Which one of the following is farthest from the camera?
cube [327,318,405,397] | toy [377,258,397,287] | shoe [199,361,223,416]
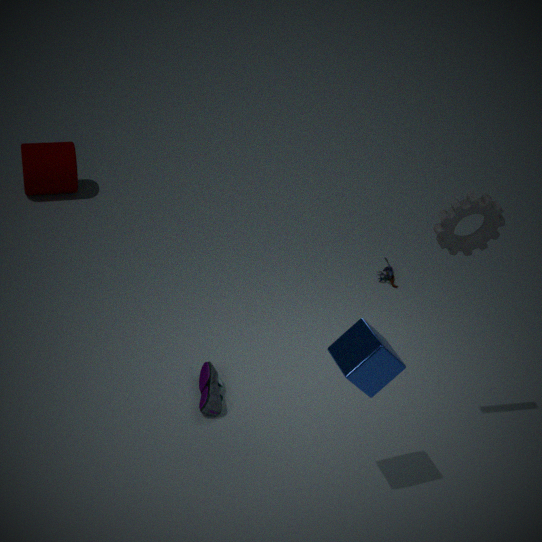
toy [377,258,397,287]
